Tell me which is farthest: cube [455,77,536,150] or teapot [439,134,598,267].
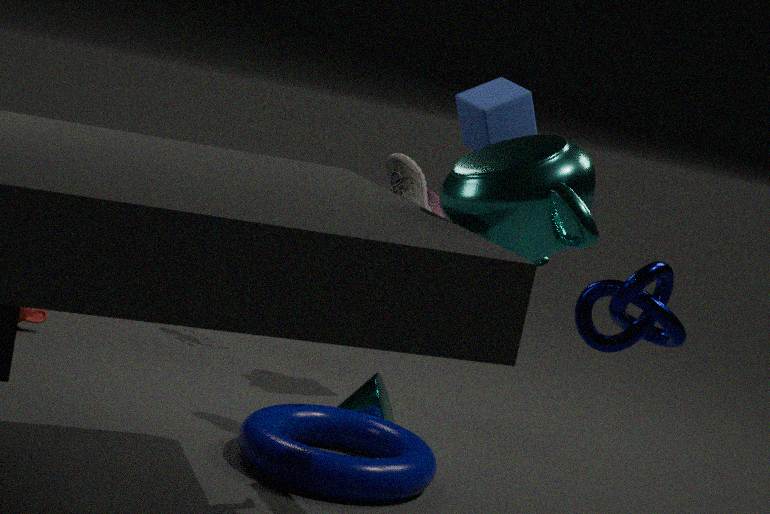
cube [455,77,536,150]
